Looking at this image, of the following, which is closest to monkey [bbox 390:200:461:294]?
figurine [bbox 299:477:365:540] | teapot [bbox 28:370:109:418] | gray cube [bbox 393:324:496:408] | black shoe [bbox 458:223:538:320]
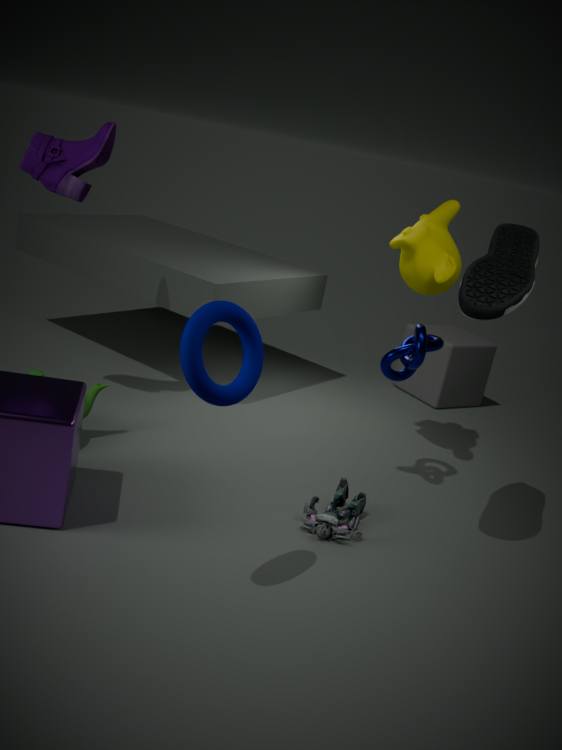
black shoe [bbox 458:223:538:320]
